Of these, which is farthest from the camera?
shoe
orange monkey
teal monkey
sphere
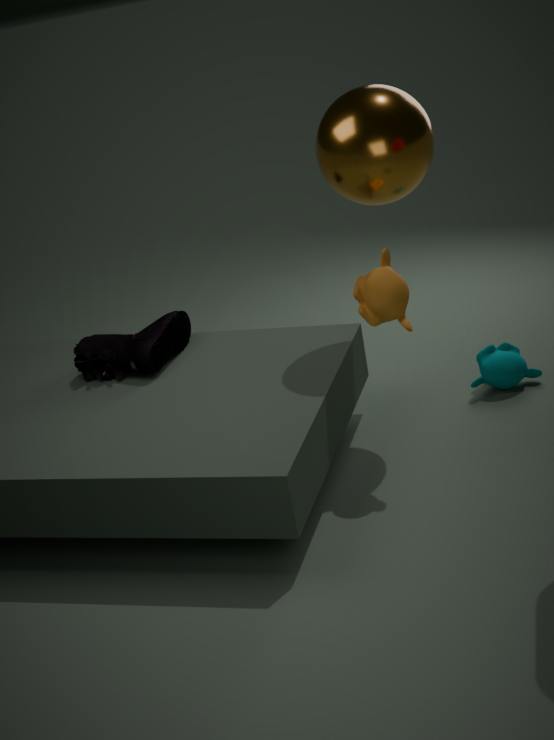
teal monkey
